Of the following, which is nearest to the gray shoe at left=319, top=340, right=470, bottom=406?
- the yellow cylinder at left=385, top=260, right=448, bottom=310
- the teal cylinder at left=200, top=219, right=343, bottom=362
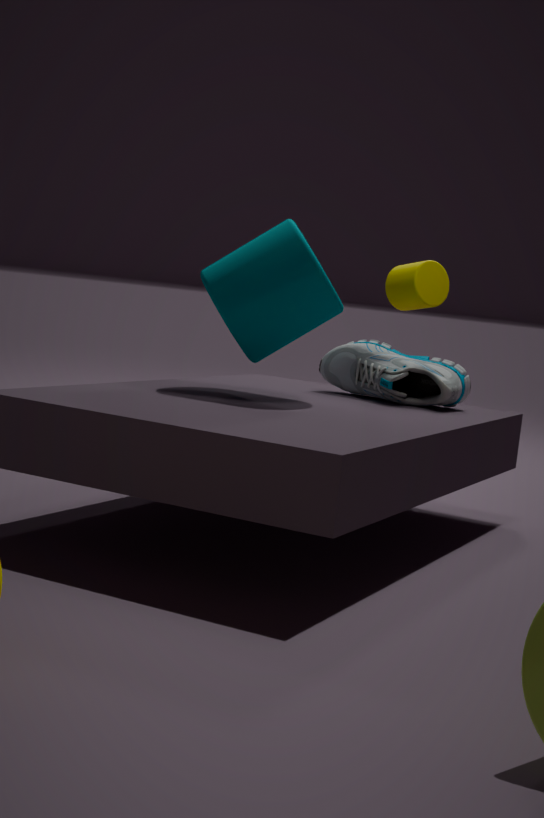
the yellow cylinder at left=385, top=260, right=448, bottom=310
